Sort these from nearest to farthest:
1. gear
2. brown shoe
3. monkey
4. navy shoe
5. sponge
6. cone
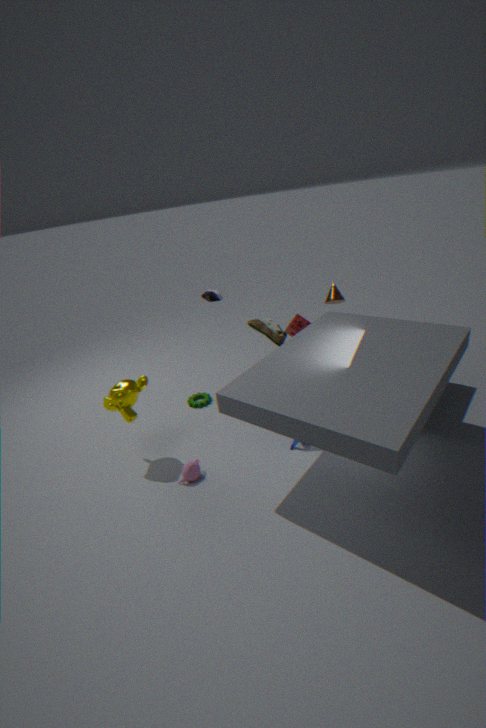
1. monkey
2. brown shoe
3. sponge
4. cone
5. navy shoe
6. gear
